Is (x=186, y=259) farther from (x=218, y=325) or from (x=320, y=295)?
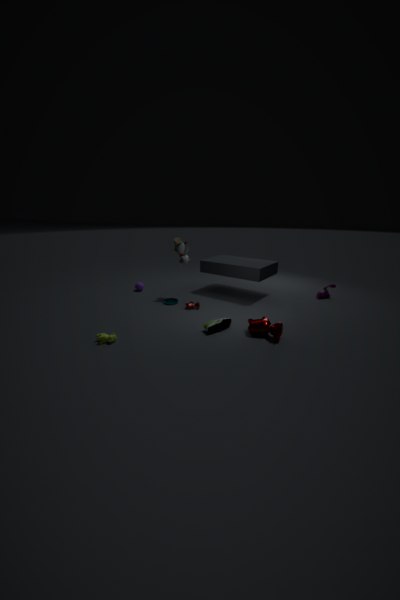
(x=320, y=295)
